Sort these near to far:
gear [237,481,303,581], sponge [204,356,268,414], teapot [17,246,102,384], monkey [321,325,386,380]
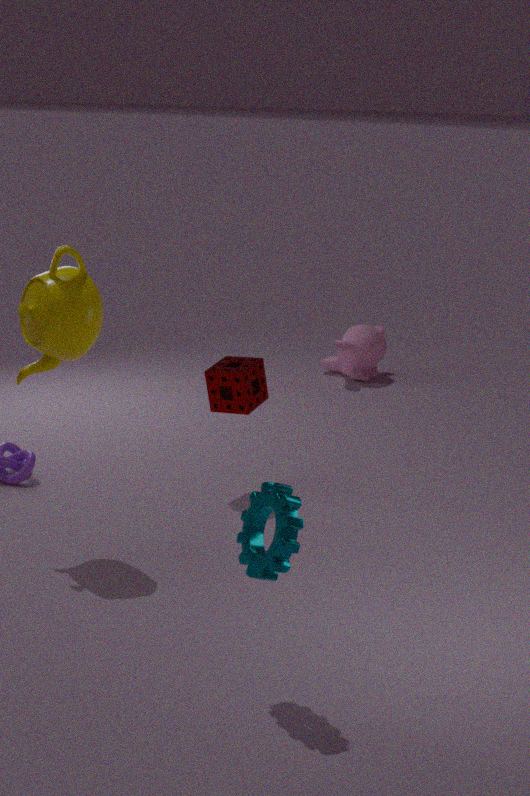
gear [237,481,303,581]
teapot [17,246,102,384]
sponge [204,356,268,414]
monkey [321,325,386,380]
